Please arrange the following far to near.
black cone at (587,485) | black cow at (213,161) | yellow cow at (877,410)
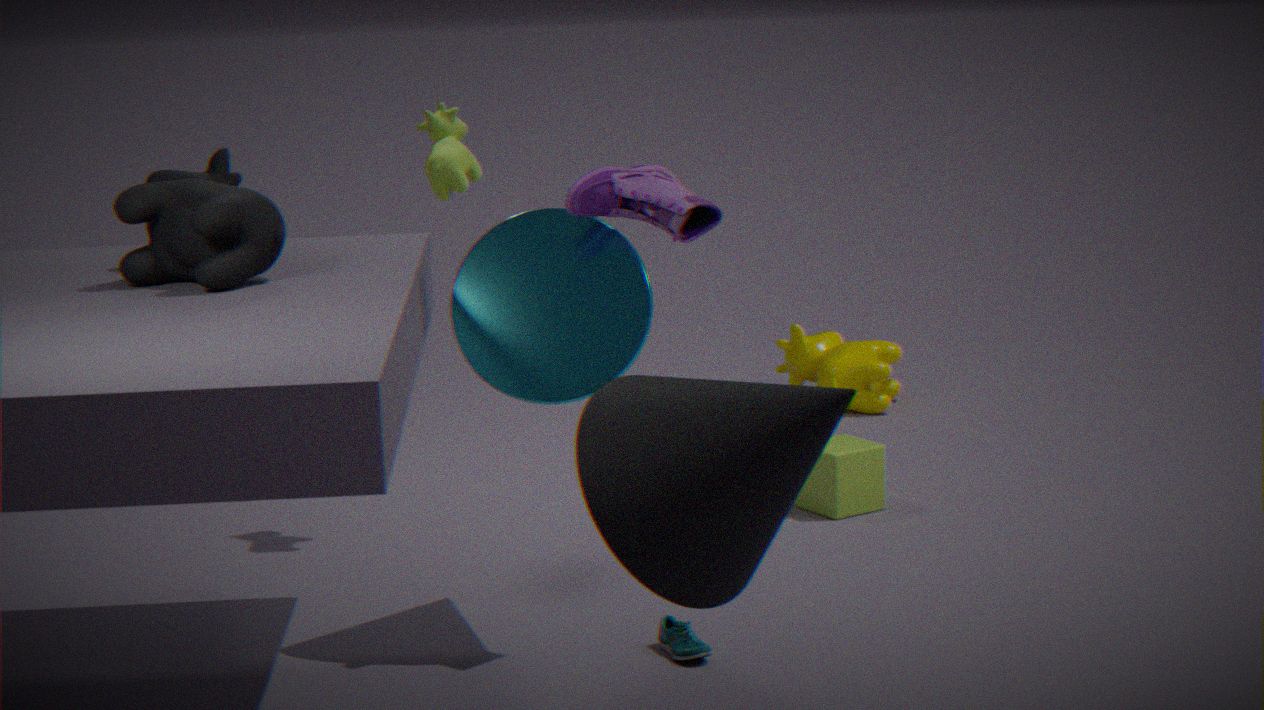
yellow cow at (877,410) → black cow at (213,161) → black cone at (587,485)
